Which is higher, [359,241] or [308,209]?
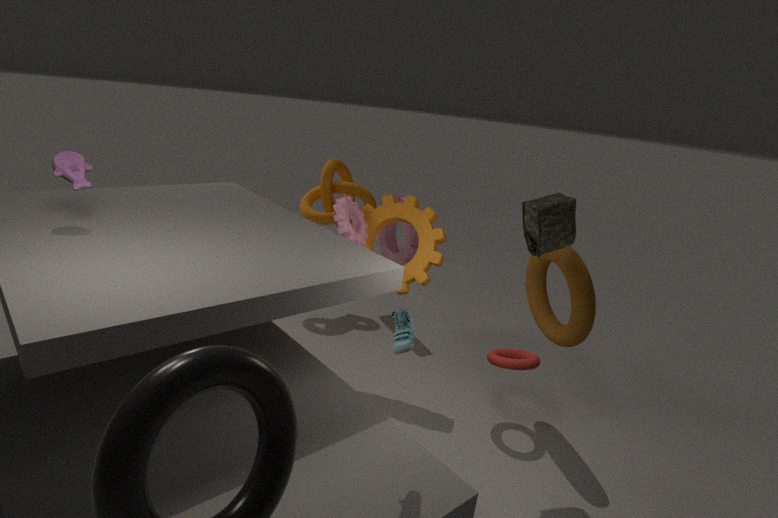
[359,241]
